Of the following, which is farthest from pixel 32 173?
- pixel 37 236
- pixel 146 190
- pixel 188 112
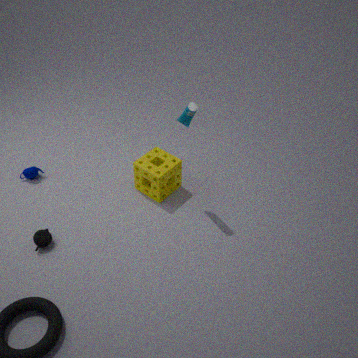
pixel 188 112
